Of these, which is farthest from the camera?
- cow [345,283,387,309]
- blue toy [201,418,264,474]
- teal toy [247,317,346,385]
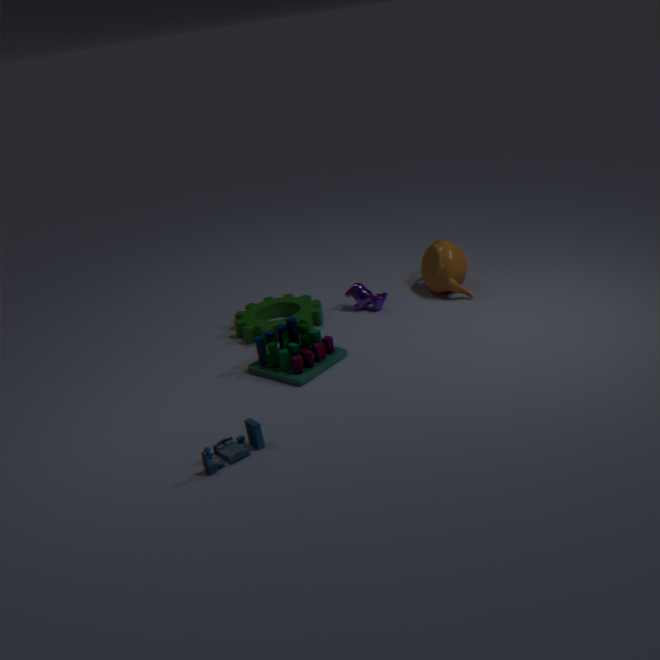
cow [345,283,387,309]
